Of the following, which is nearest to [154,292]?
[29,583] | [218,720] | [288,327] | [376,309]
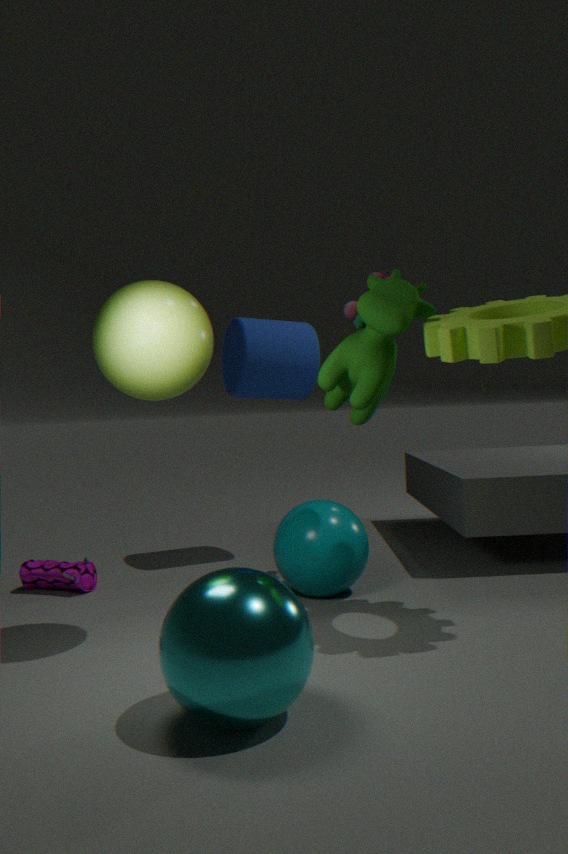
[376,309]
